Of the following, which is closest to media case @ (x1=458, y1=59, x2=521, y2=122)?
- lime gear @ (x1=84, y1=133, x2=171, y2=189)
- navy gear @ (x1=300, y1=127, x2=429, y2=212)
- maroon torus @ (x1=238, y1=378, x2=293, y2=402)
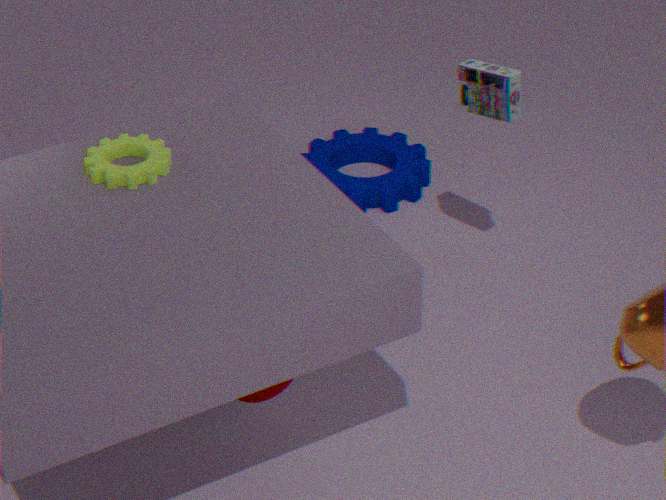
navy gear @ (x1=300, y1=127, x2=429, y2=212)
